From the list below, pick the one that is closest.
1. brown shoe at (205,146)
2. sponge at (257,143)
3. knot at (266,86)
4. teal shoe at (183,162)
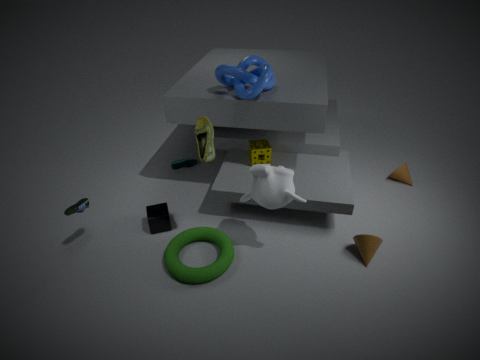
brown shoe at (205,146)
